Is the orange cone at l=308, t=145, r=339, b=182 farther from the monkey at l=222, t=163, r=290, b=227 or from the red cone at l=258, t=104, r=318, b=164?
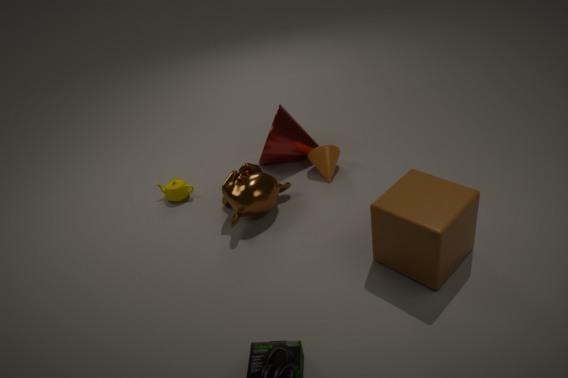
the monkey at l=222, t=163, r=290, b=227
